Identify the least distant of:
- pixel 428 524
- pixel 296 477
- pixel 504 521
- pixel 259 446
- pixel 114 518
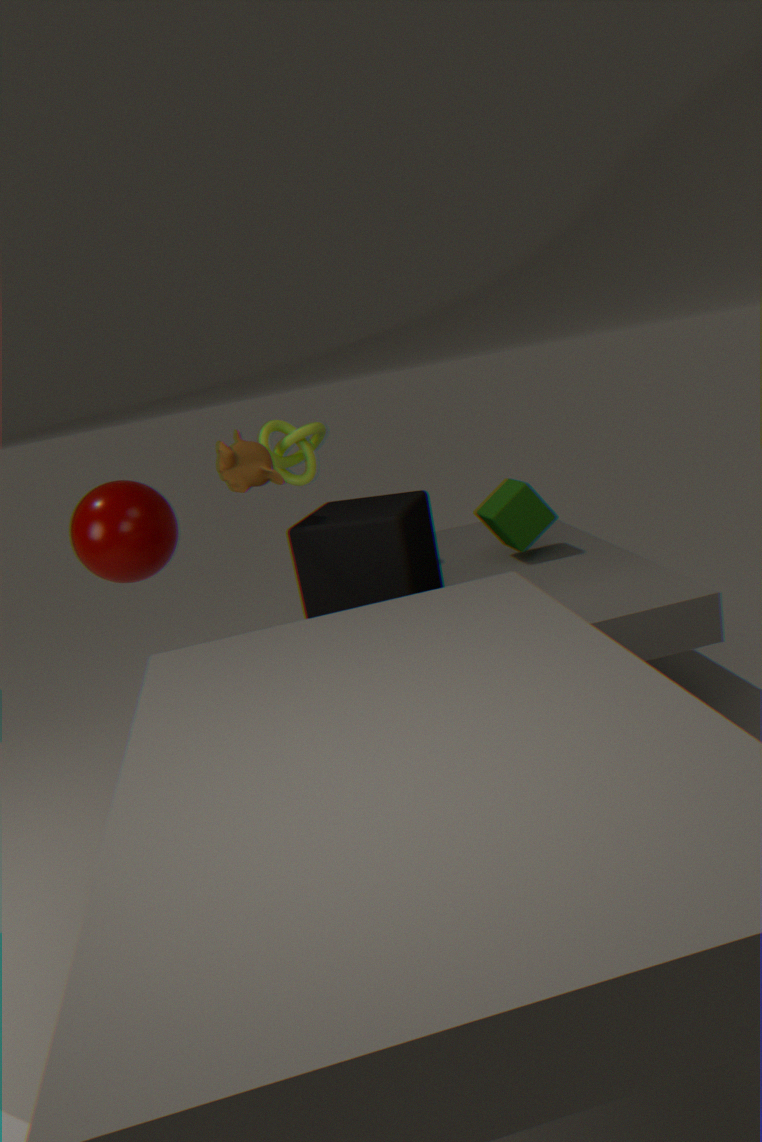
pixel 259 446
